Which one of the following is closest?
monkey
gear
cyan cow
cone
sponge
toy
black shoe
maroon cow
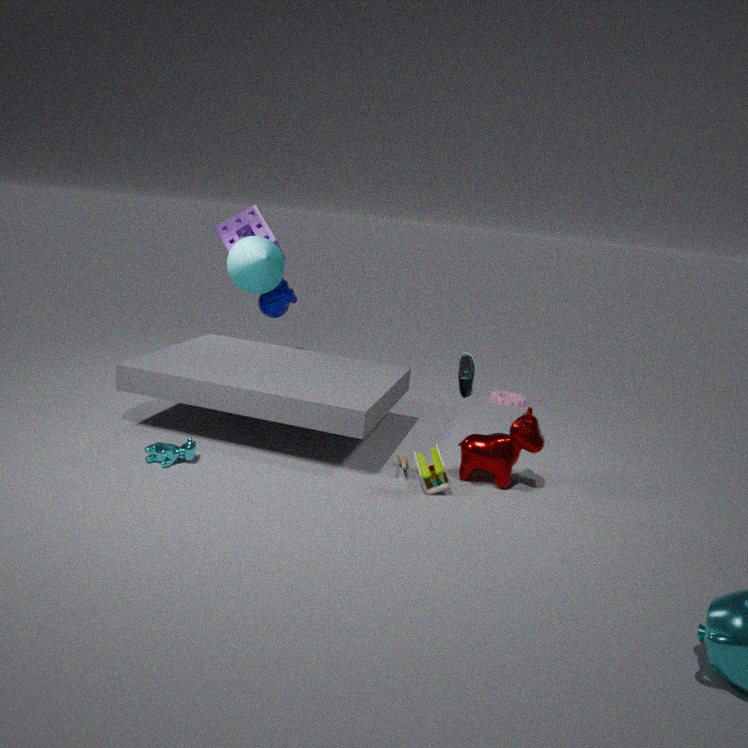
black shoe
